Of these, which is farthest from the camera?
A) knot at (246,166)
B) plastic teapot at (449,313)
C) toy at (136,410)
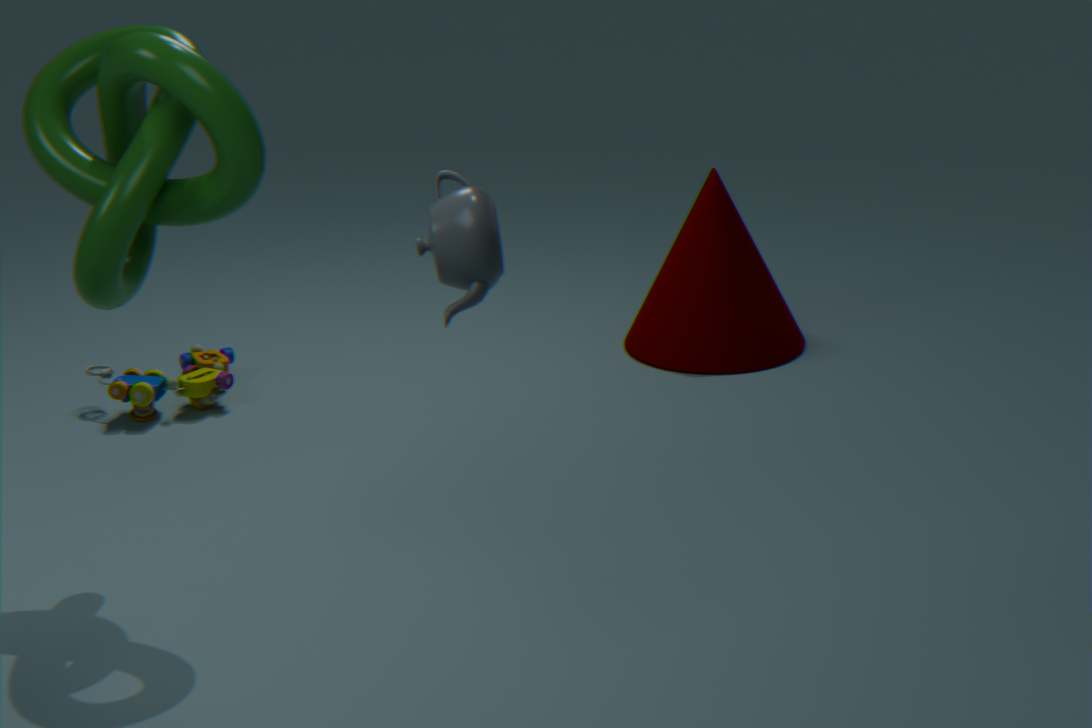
toy at (136,410)
